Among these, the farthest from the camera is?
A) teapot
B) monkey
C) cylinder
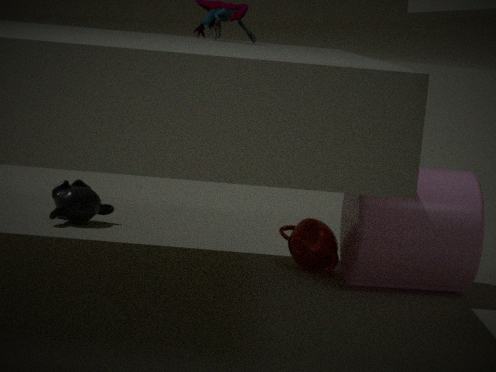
monkey
